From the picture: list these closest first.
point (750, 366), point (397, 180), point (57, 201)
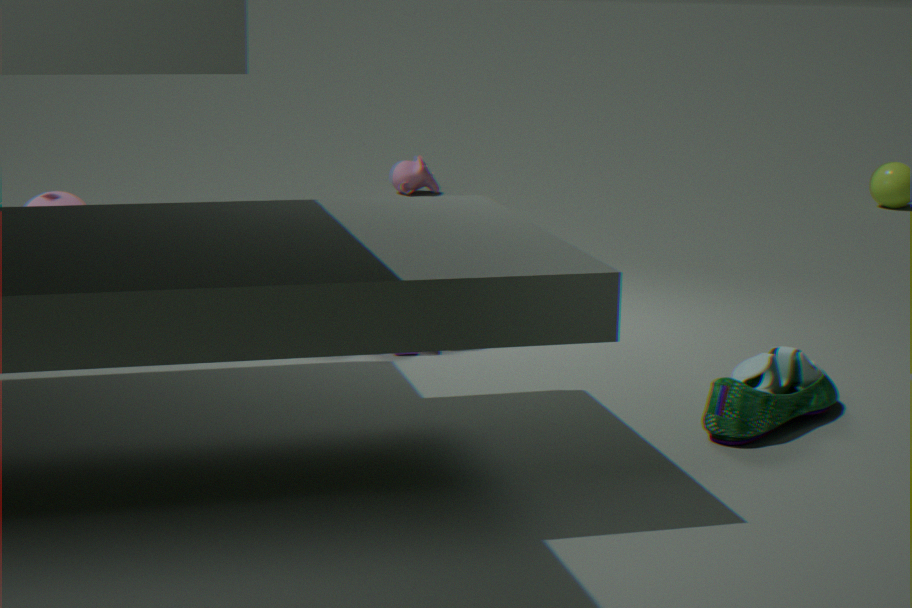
point (750, 366) → point (57, 201) → point (397, 180)
